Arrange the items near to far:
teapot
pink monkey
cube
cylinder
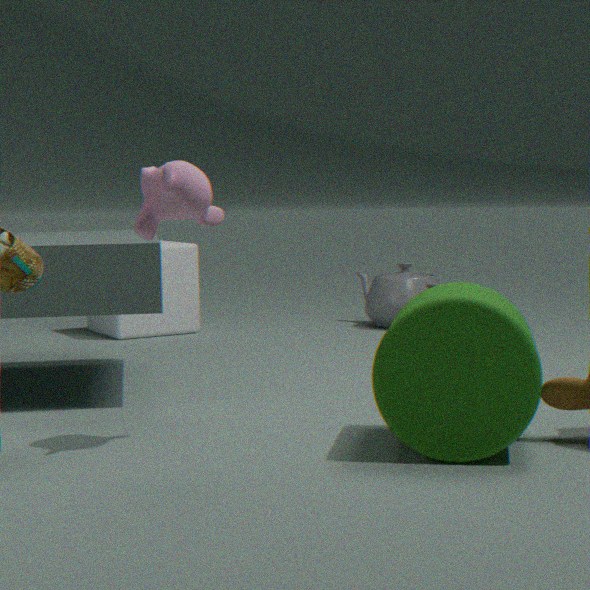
cylinder < pink monkey < cube < teapot
